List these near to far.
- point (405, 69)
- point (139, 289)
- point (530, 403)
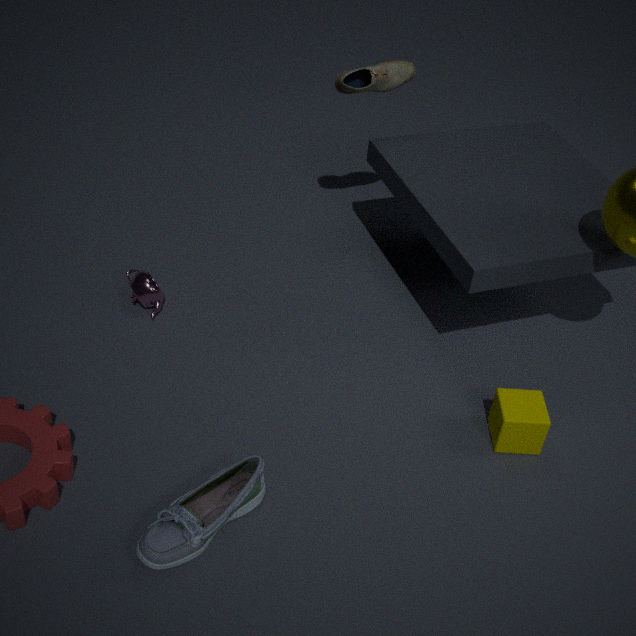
point (530, 403) < point (139, 289) < point (405, 69)
